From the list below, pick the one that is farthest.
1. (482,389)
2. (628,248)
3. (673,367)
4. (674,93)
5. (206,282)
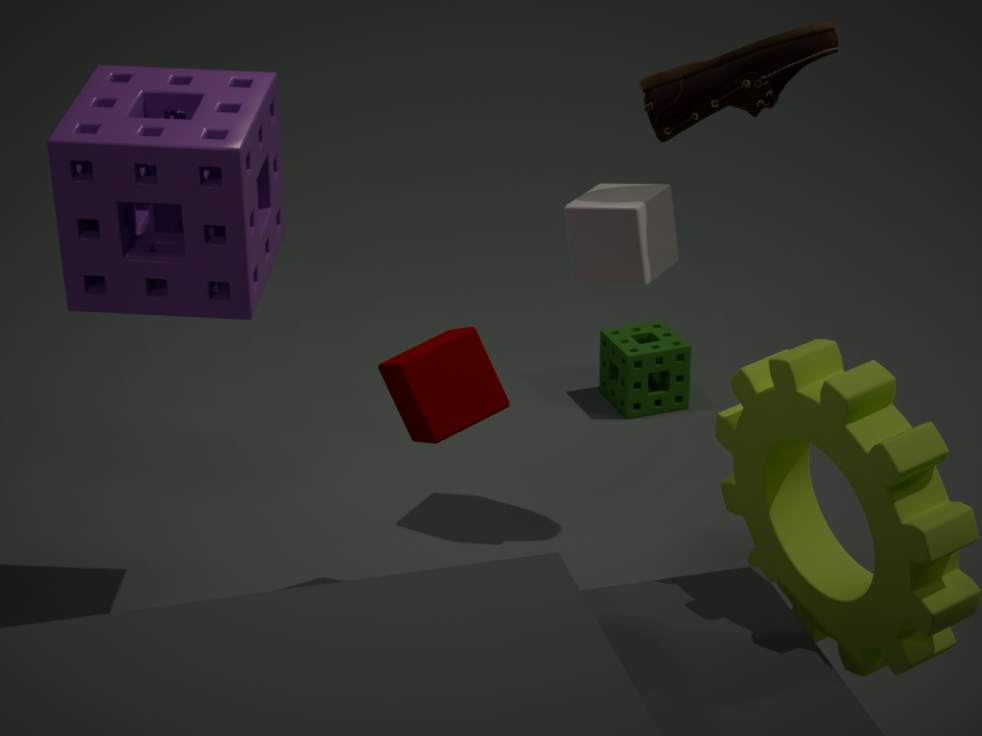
(673,367)
